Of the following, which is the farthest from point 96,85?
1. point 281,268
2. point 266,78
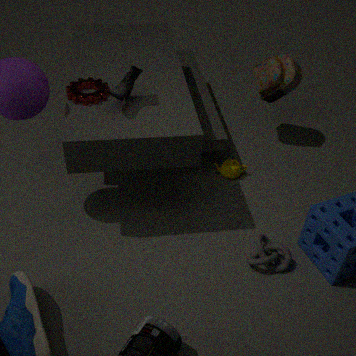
point 266,78
